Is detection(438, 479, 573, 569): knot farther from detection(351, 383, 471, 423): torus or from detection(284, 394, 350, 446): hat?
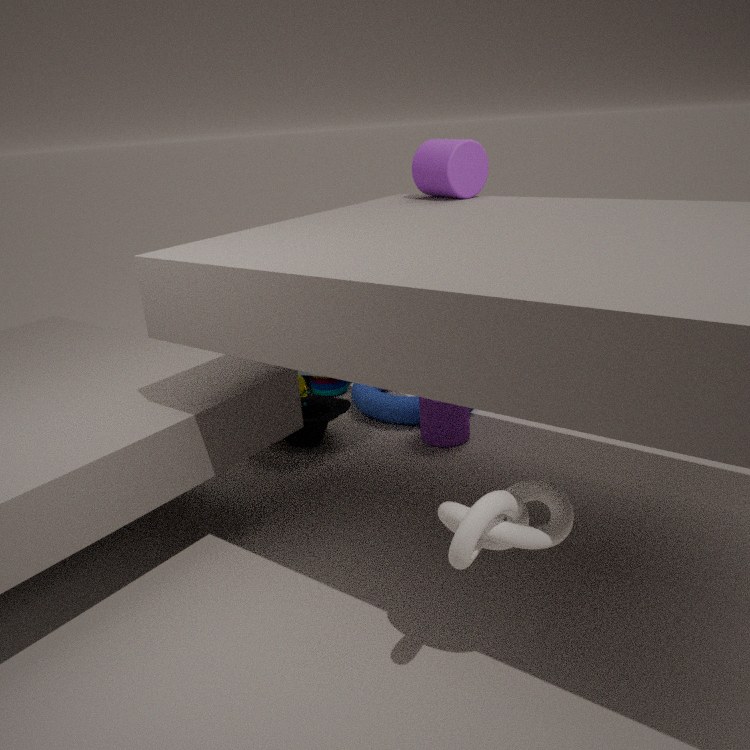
detection(351, 383, 471, 423): torus
